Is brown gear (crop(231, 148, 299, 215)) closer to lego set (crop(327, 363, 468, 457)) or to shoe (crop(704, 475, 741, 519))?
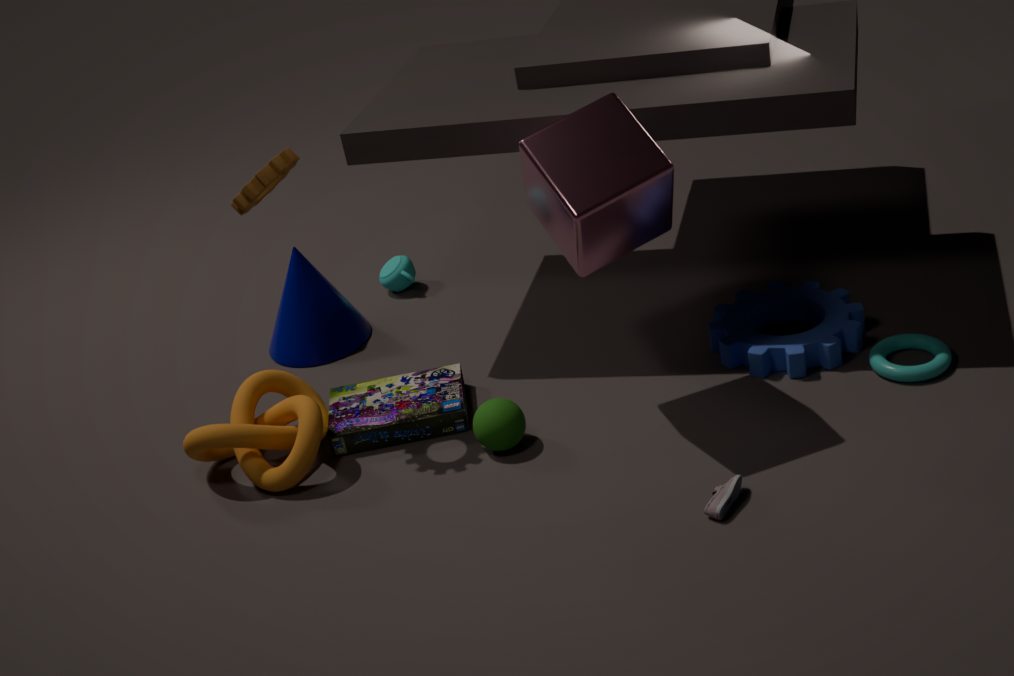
lego set (crop(327, 363, 468, 457))
